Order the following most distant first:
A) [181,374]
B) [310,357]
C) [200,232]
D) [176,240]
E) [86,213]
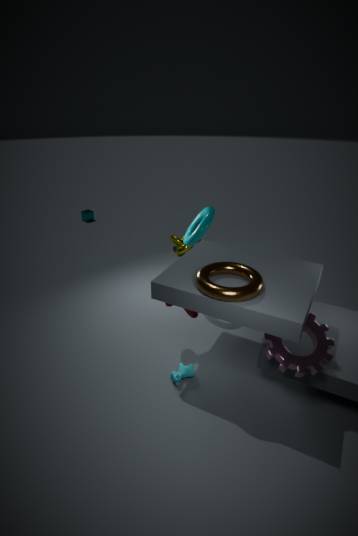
[86,213]
[176,240]
[200,232]
[181,374]
[310,357]
